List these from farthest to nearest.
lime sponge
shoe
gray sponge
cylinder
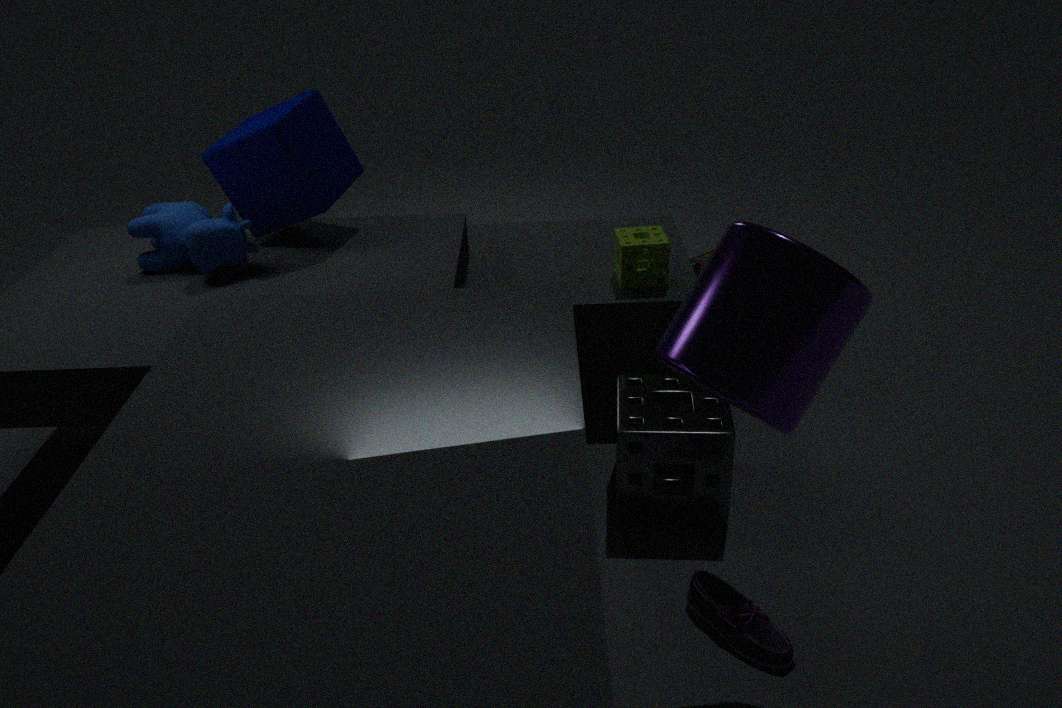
lime sponge → gray sponge → shoe → cylinder
